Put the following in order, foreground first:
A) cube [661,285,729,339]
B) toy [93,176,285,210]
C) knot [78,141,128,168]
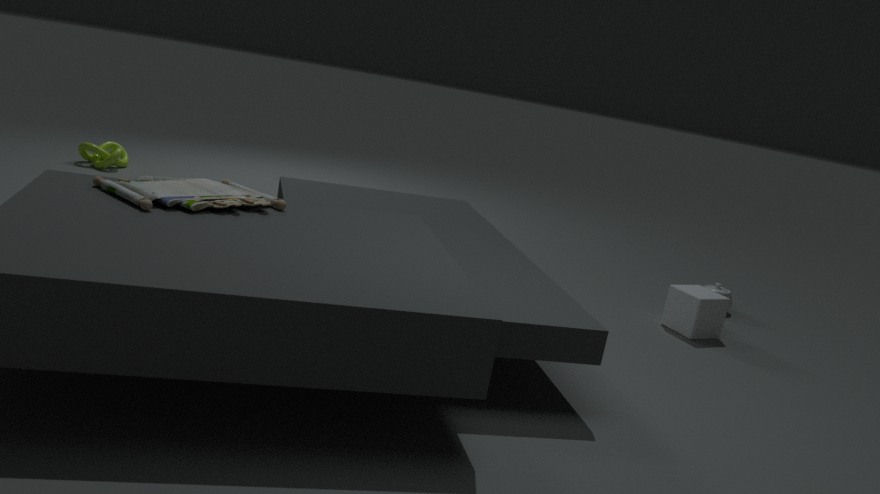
toy [93,176,285,210] → cube [661,285,729,339] → knot [78,141,128,168]
